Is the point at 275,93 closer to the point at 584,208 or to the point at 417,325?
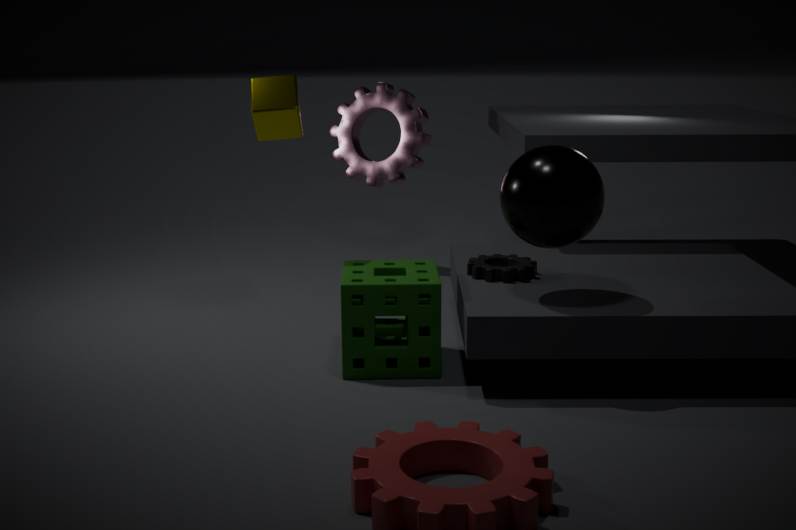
the point at 417,325
